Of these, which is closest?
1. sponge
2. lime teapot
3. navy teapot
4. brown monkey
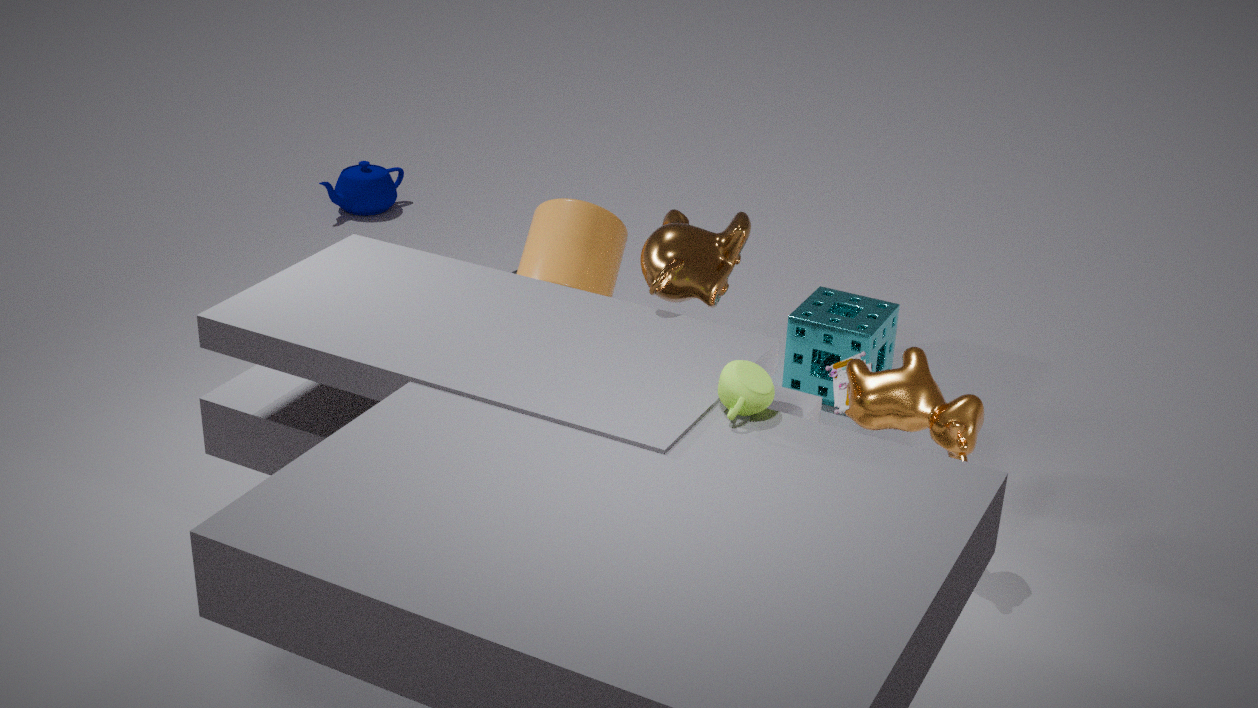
lime teapot
